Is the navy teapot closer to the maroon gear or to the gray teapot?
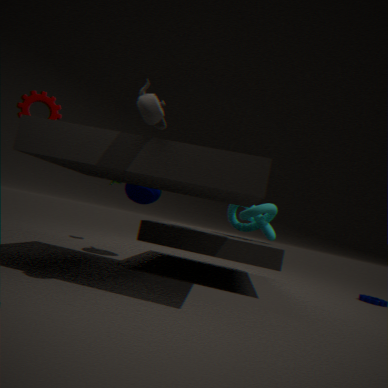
the maroon gear
